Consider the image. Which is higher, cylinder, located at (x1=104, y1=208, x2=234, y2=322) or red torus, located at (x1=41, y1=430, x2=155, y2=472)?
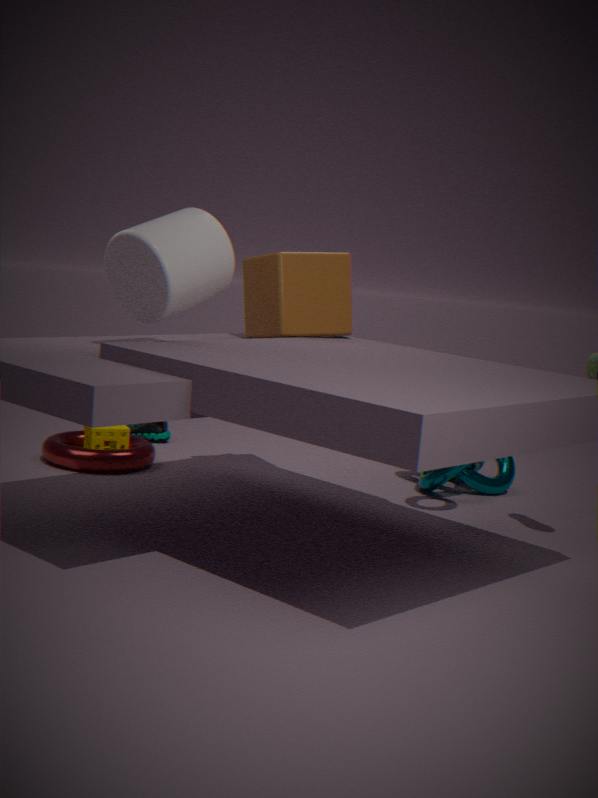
cylinder, located at (x1=104, y1=208, x2=234, y2=322)
